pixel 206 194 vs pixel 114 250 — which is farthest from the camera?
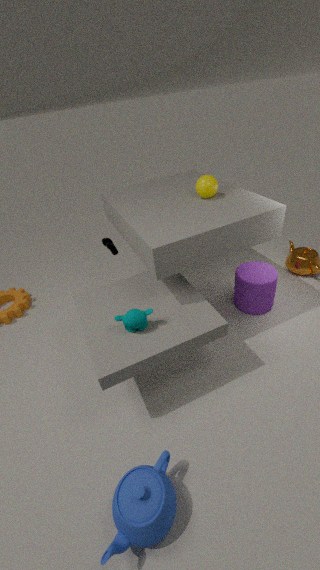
pixel 114 250
